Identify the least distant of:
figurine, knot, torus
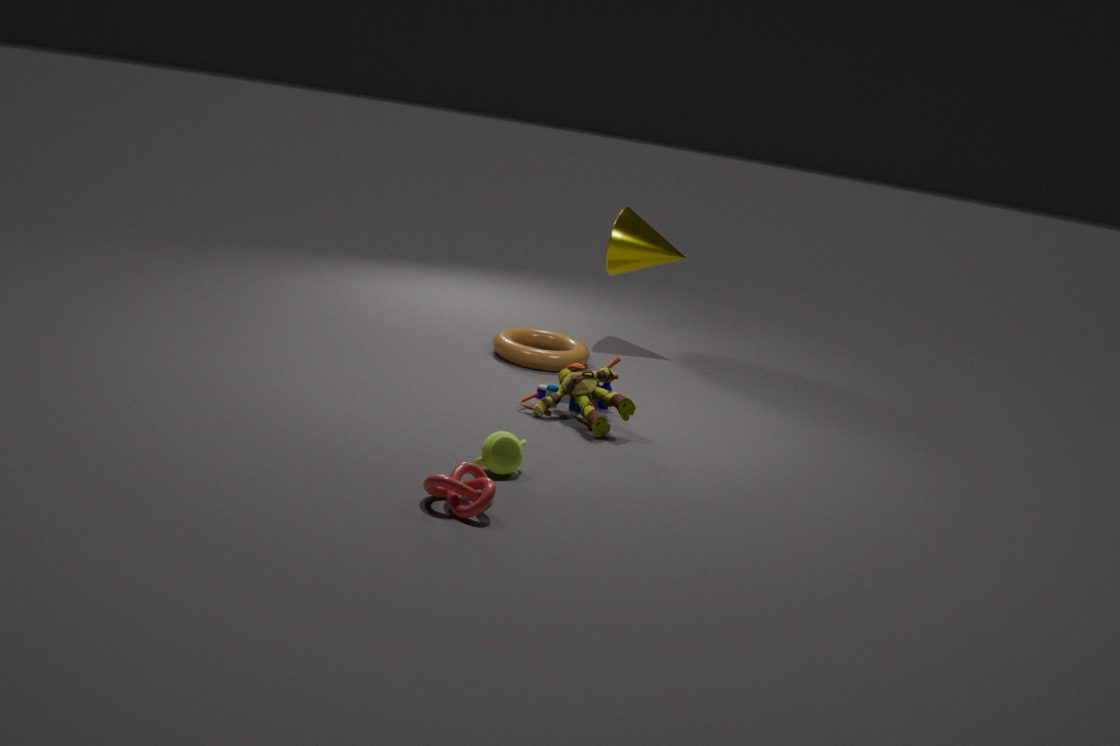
knot
